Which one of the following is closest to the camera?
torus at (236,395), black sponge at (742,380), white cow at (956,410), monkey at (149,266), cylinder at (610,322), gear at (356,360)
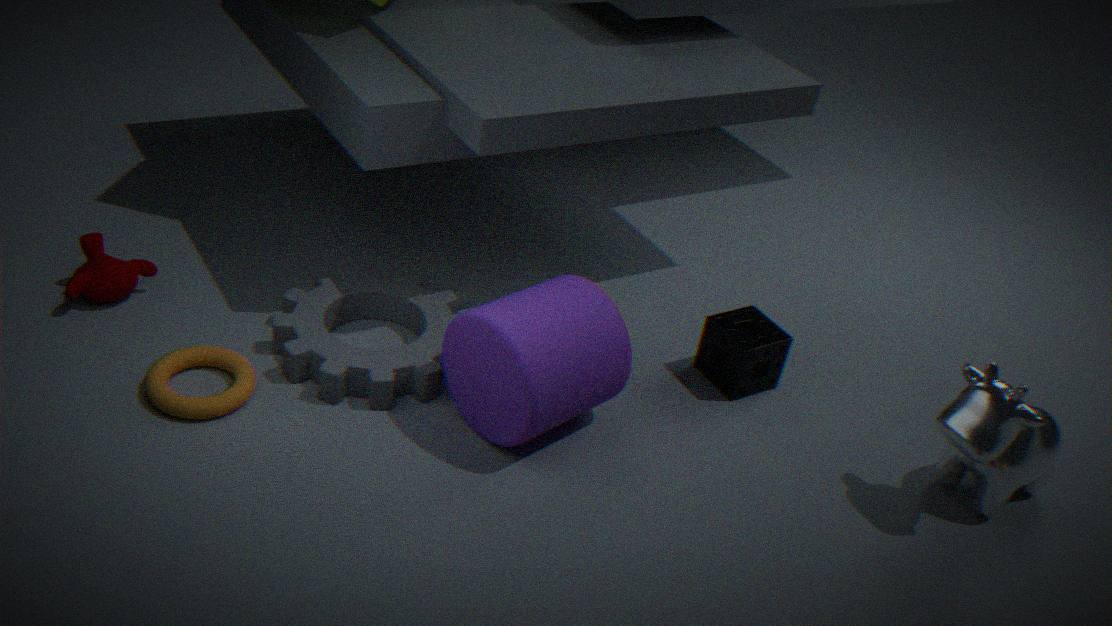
white cow at (956,410)
